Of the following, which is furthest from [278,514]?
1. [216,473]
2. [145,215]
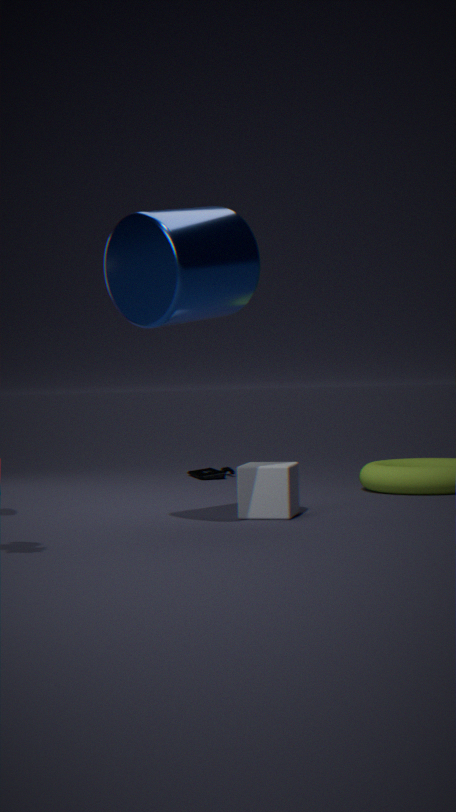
[216,473]
